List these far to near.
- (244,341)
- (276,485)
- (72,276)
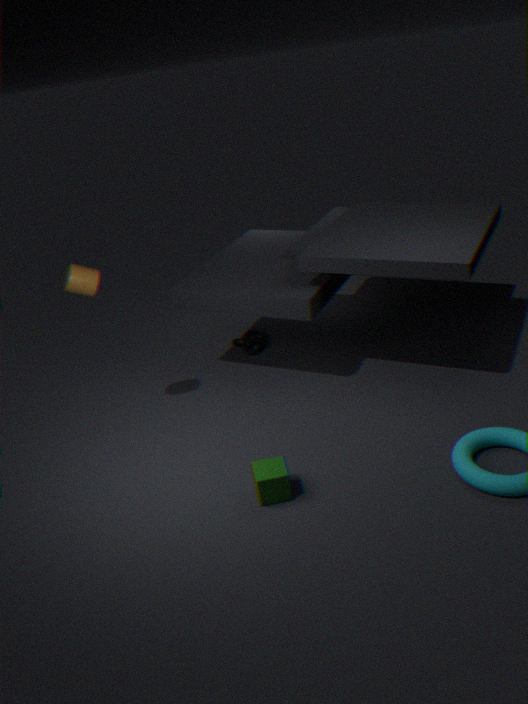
1. (244,341)
2. (72,276)
3. (276,485)
